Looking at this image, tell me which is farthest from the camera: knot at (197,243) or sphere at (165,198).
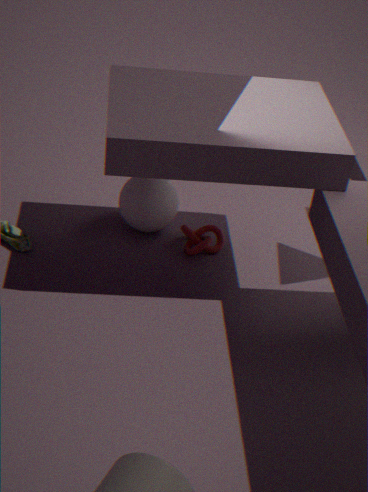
sphere at (165,198)
